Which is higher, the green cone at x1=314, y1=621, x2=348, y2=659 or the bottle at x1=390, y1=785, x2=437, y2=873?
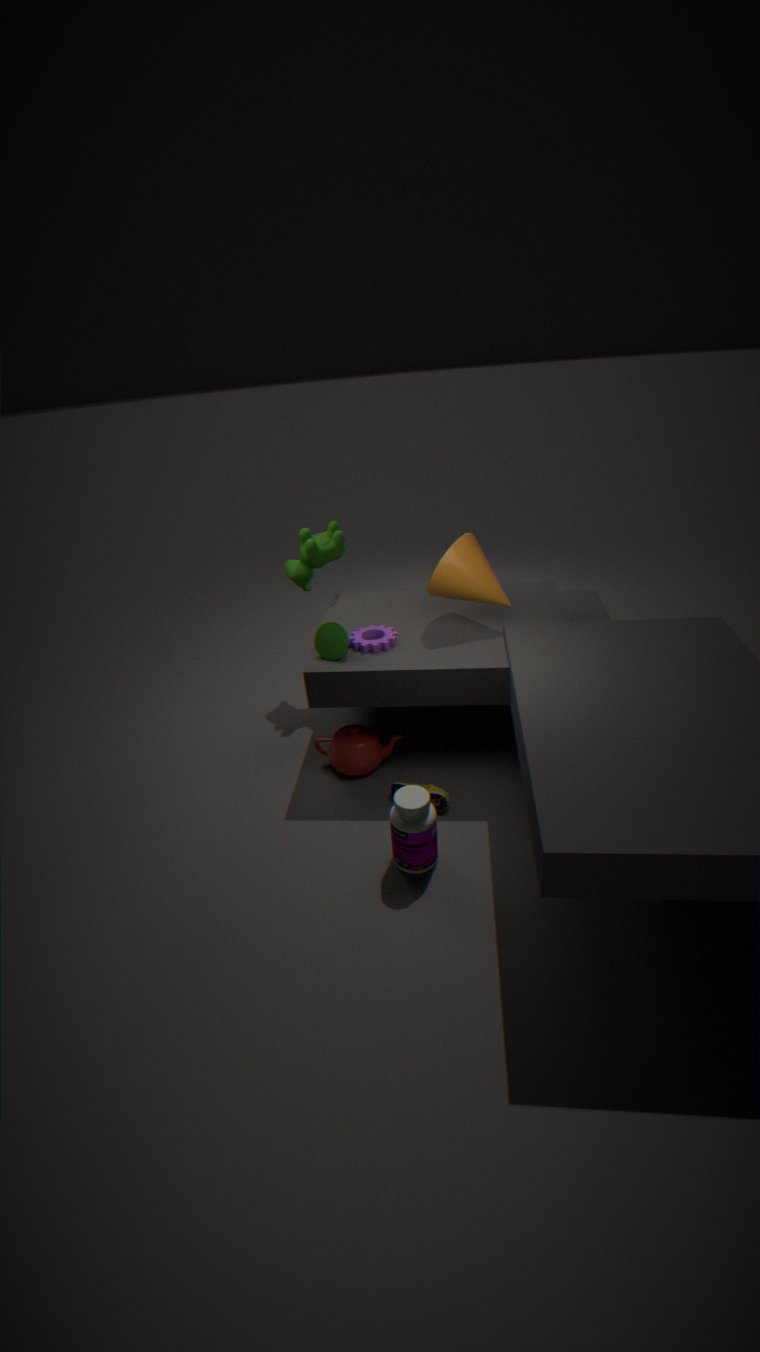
the green cone at x1=314, y1=621, x2=348, y2=659
